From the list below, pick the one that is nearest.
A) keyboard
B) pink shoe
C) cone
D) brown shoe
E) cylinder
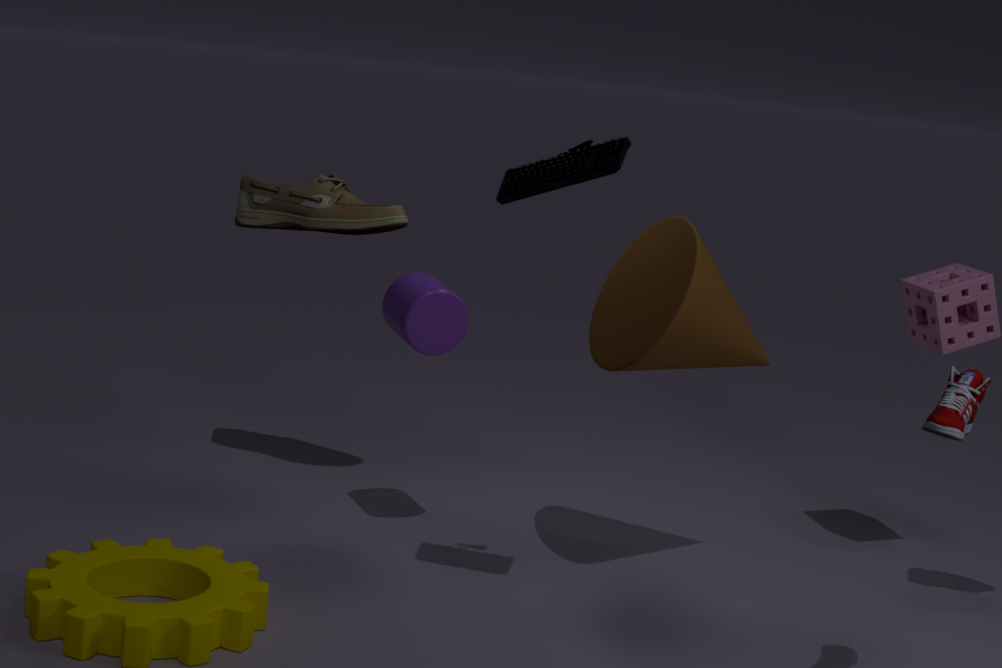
pink shoe
